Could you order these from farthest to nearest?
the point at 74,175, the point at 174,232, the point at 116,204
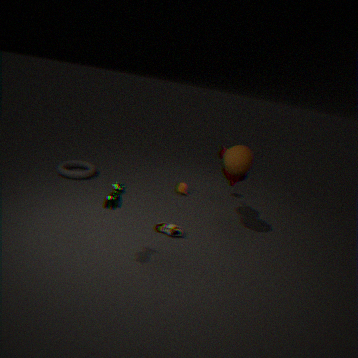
the point at 74,175 → the point at 174,232 → the point at 116,204
